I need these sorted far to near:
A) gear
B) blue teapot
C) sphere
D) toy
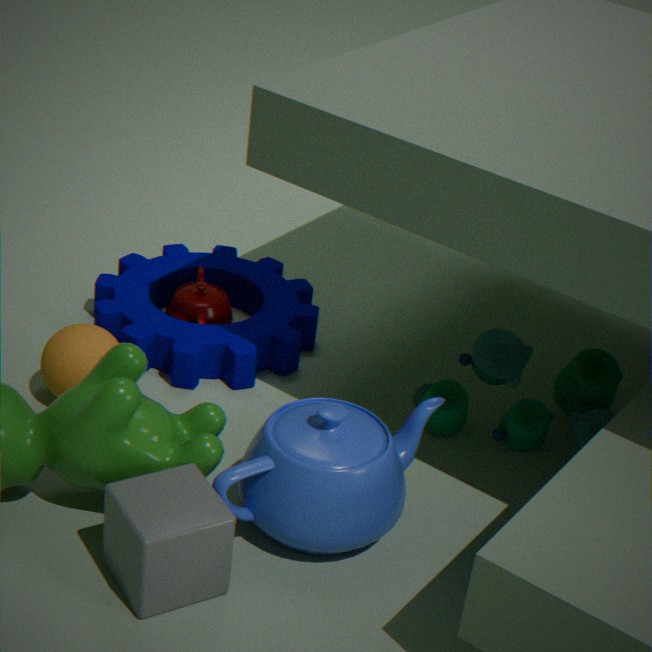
gear → toy → sphere → blue teapot
